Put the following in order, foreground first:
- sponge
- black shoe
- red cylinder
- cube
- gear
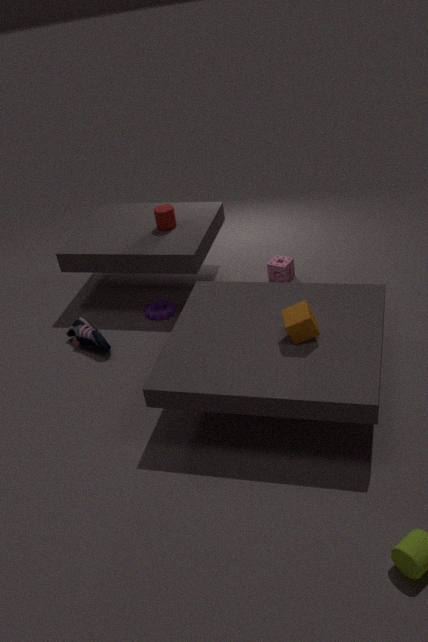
cube
black shoe
gear
red cylinder
sponge
